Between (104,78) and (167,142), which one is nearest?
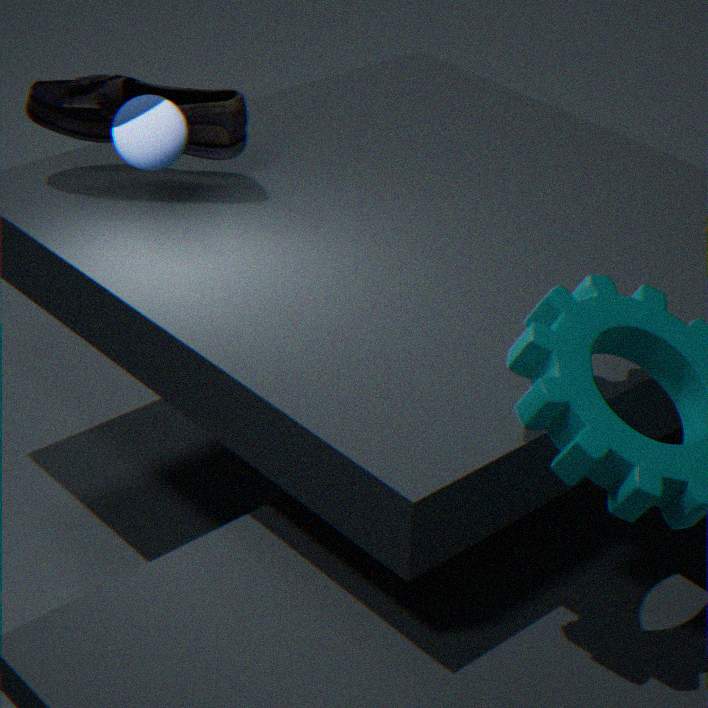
(167,142)
